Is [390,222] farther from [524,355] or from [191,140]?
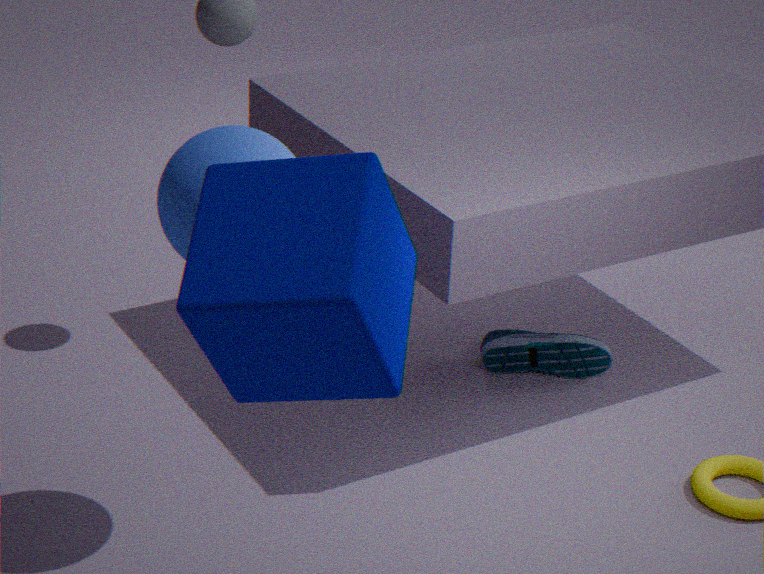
[524,355]
